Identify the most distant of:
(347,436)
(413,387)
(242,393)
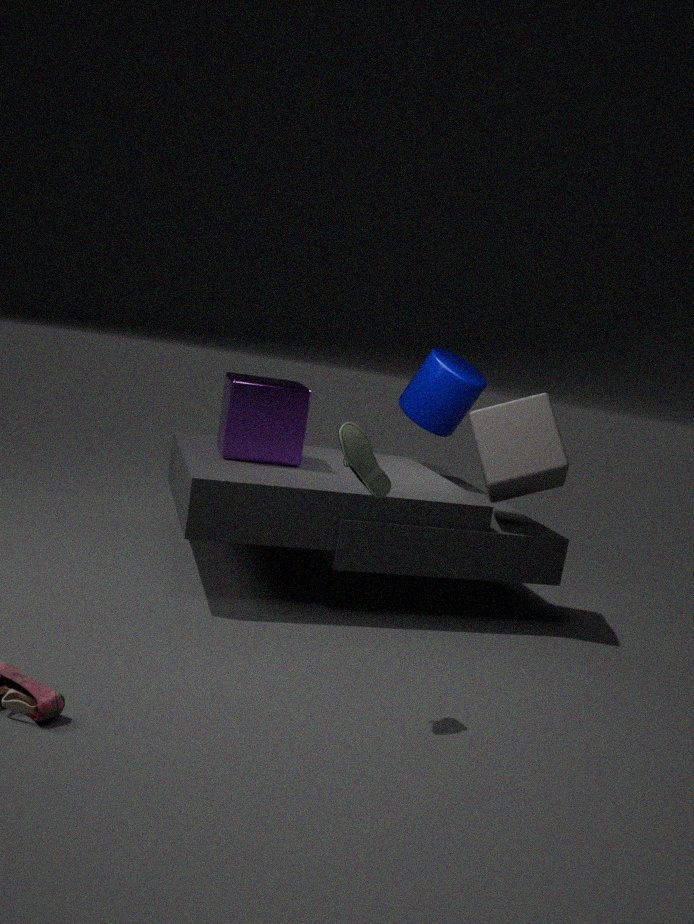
(413,387)
